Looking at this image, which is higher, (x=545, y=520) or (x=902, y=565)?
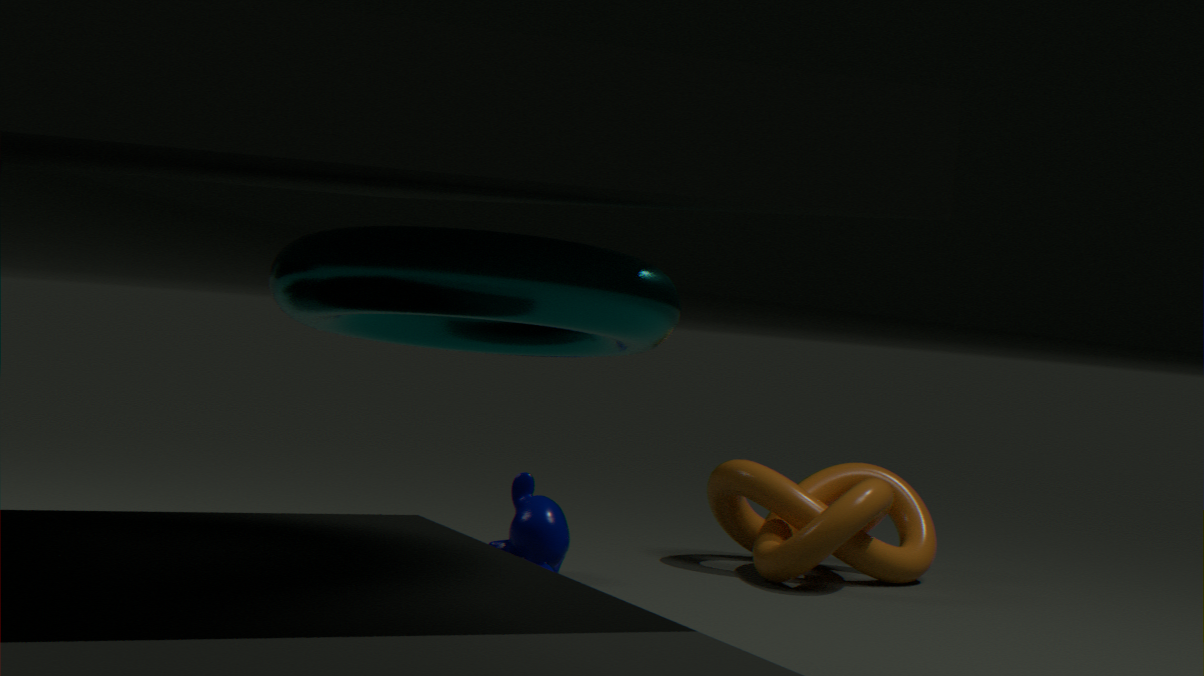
(x=902, y=565)
